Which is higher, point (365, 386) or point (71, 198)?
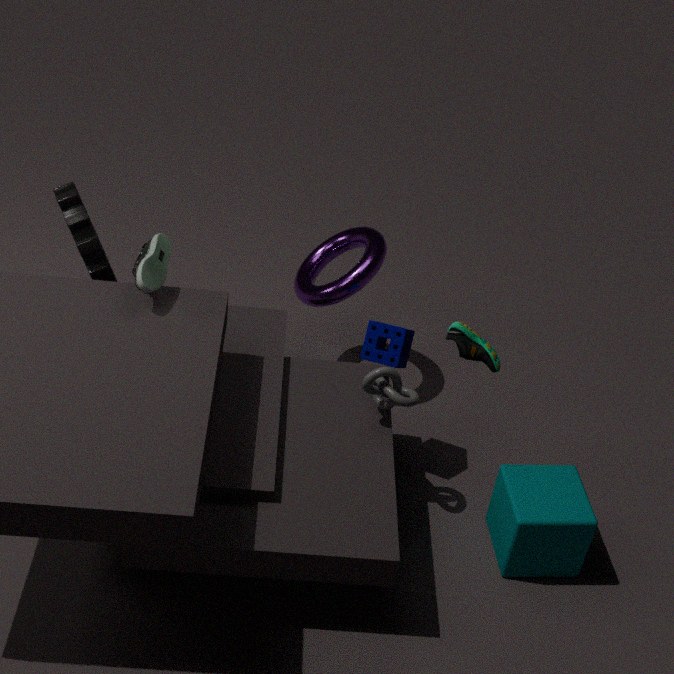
point (71, 198)
